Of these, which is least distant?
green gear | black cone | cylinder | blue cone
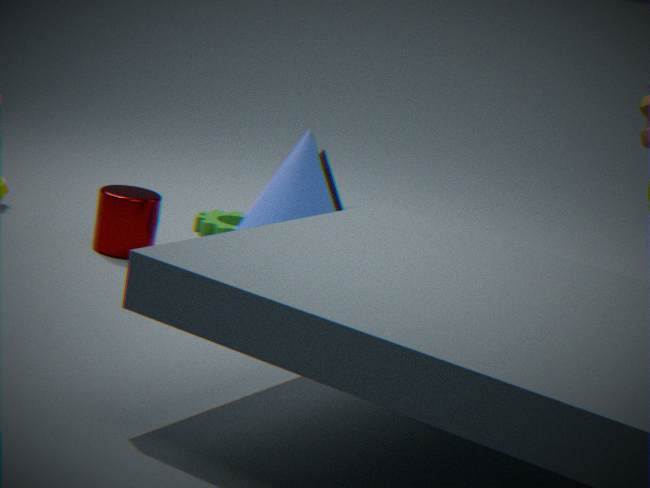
cylinder
